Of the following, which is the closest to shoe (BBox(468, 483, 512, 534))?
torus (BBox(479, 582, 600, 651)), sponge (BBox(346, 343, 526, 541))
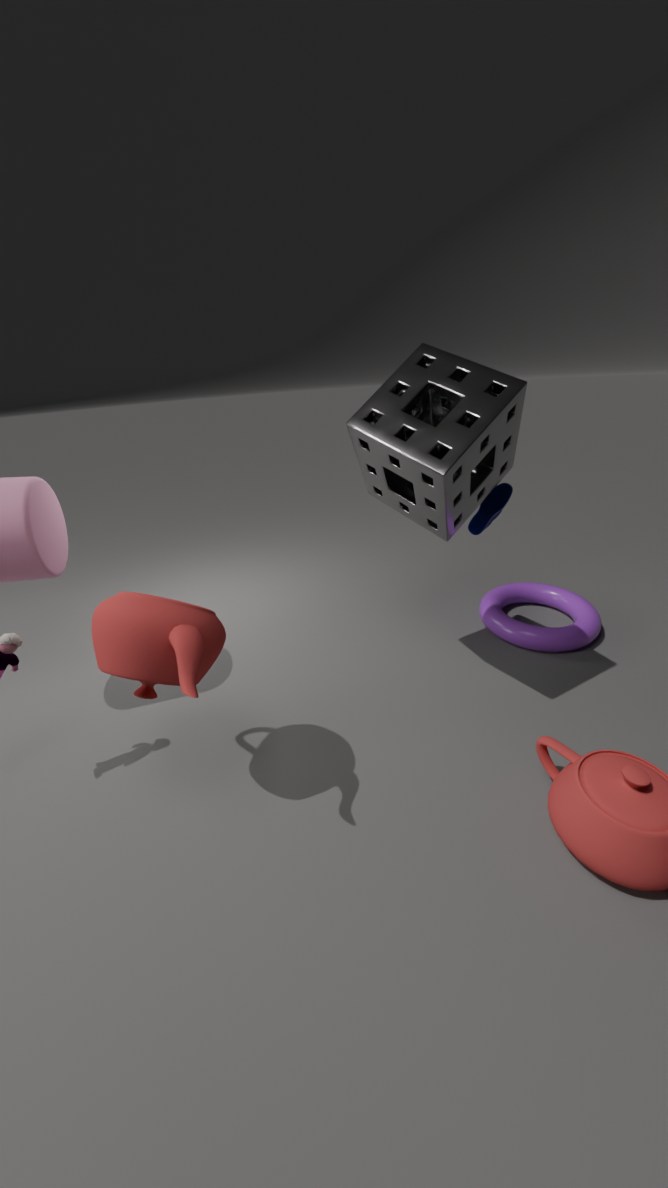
sponge (BBox(346, 343, 526, 541))
